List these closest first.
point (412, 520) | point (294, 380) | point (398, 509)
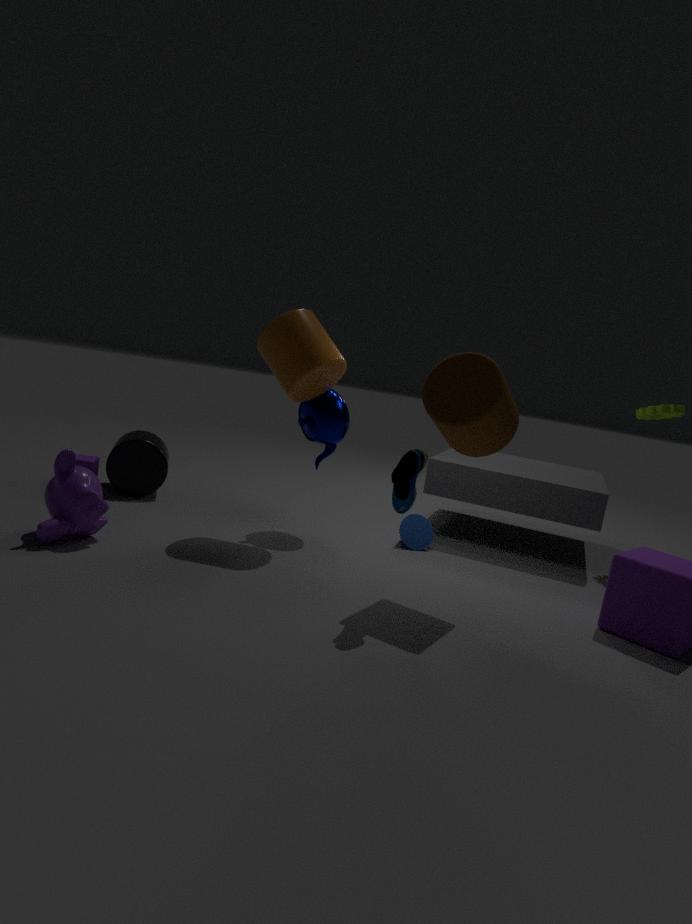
point (398, 509), point (294, 380), point (412, 520)
